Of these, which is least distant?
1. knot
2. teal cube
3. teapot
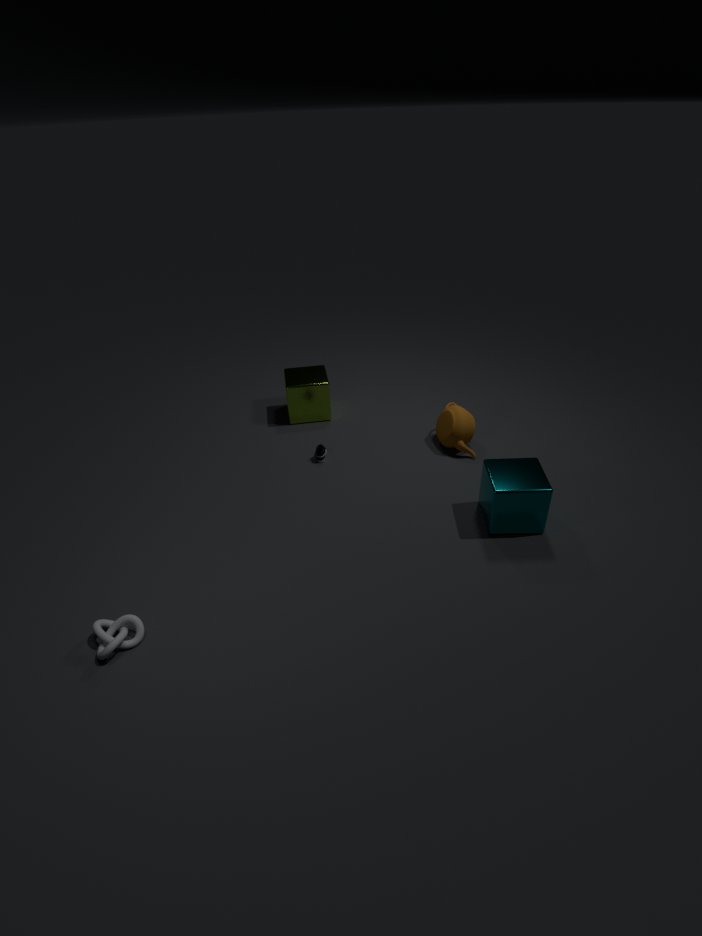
knot
